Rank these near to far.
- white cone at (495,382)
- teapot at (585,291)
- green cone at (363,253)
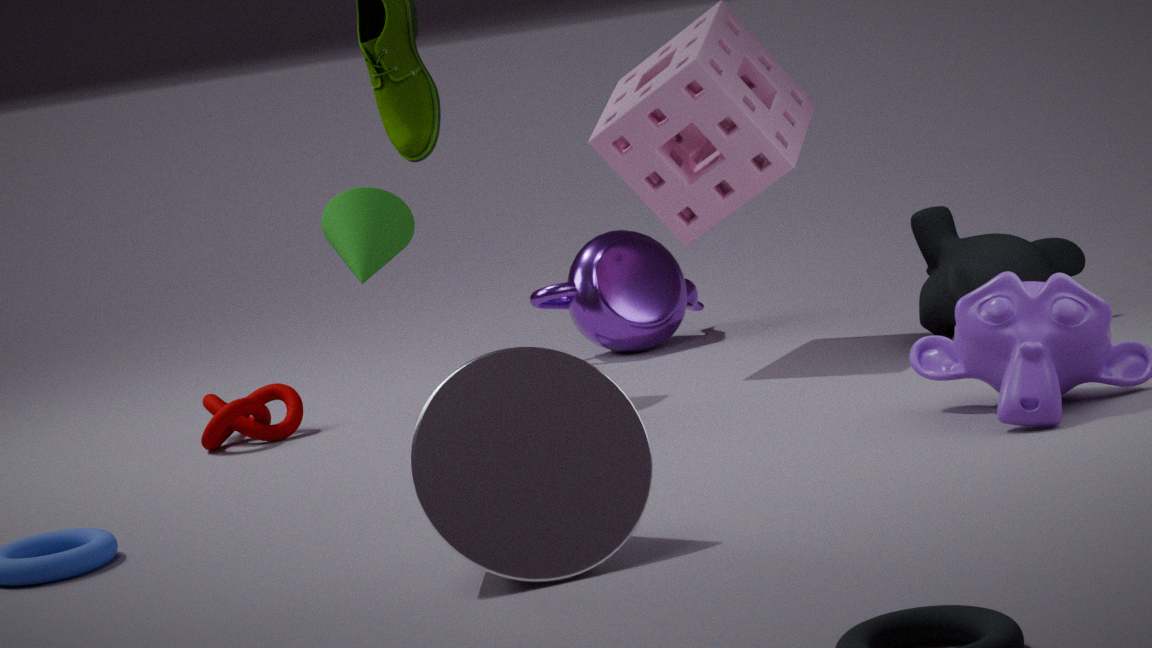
white cone at (495,382)
green cone at (363,253)
teapot at (585,291)
